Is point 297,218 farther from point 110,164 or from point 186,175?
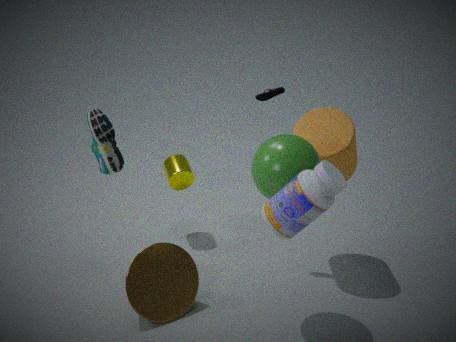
point 186,175
